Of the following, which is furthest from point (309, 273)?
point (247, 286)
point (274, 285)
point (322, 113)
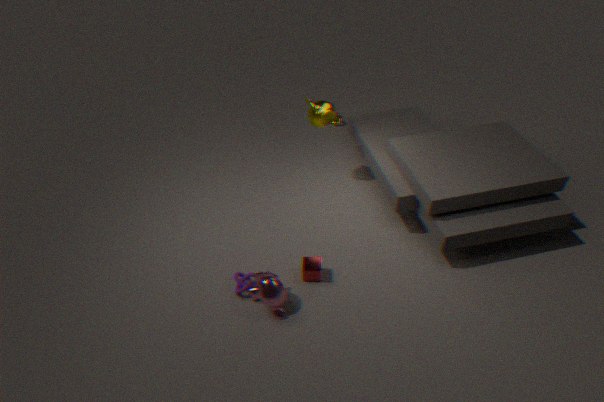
point (322, 113)
